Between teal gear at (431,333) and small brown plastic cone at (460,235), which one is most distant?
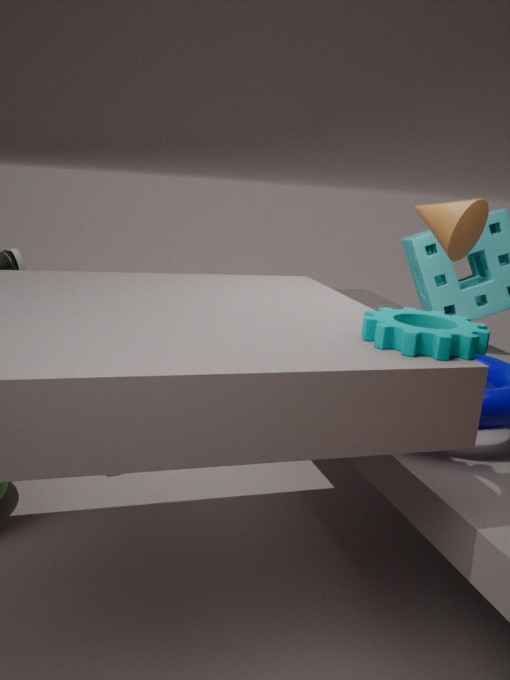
small brown plastic cone at (460,235)
